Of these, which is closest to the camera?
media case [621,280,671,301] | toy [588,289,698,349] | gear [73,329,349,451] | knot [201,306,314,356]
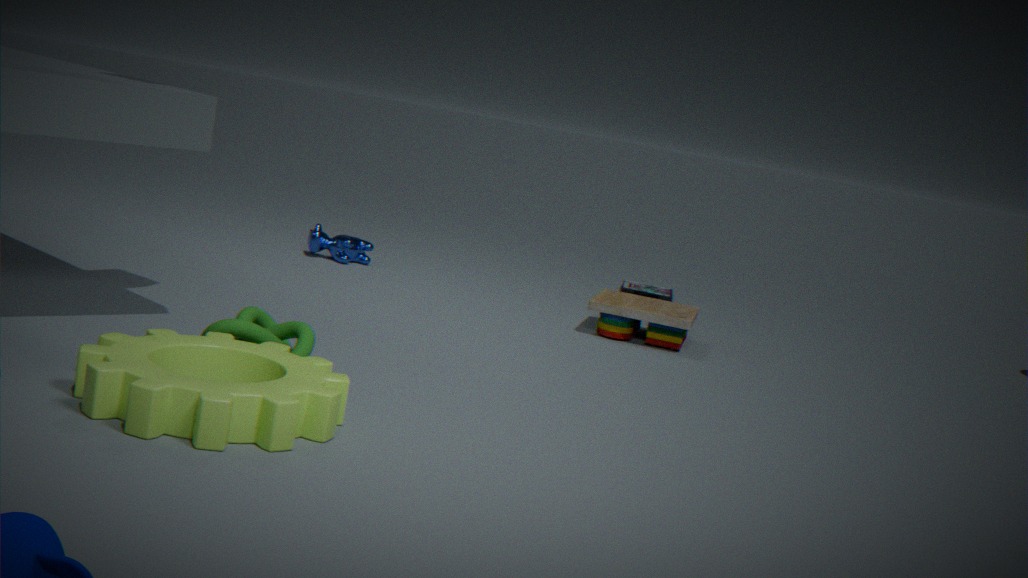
gear [73,329,349,451]
